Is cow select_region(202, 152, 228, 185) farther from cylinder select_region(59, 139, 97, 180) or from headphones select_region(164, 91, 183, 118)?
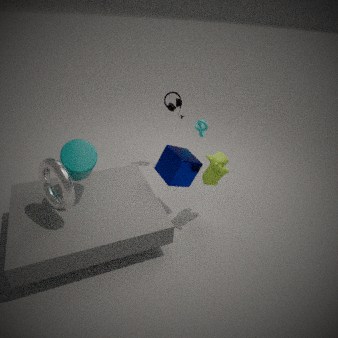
cylinder select_region(59, 139, 97, 180)
